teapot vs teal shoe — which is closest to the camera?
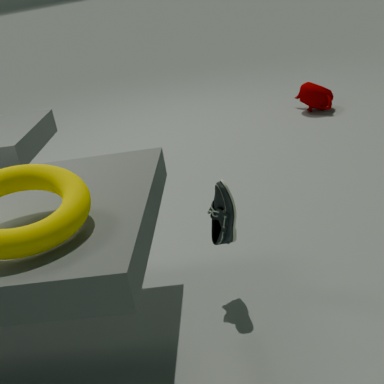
teal shoe
